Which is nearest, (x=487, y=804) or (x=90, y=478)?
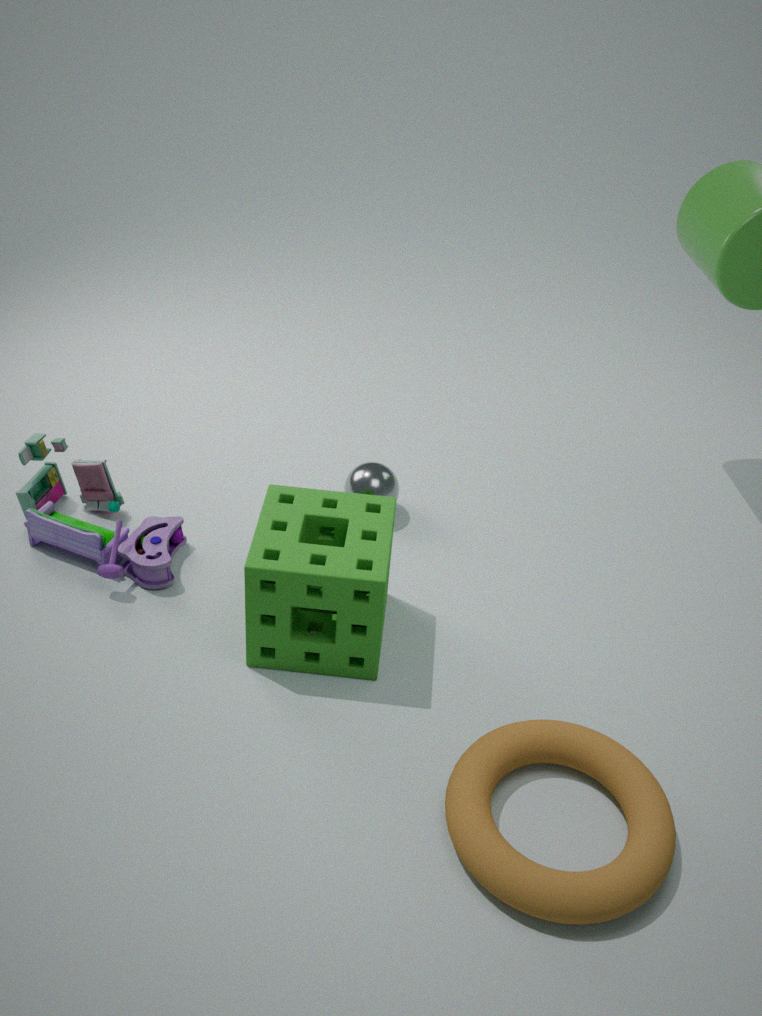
(x=487, y=804)
